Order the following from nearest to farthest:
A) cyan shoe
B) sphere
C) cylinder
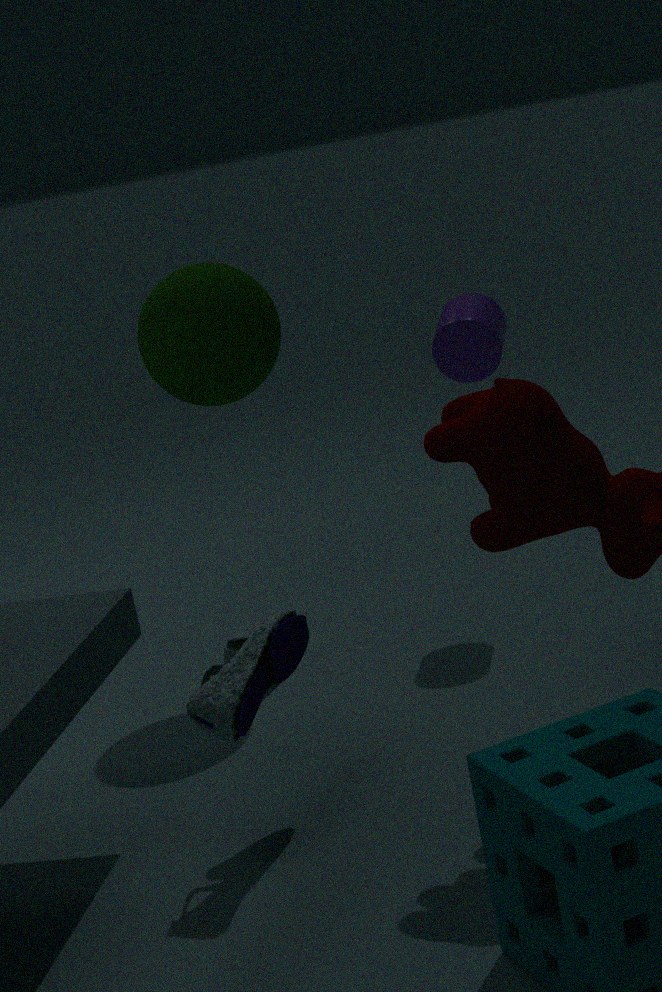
cyan shoe → sphere → cylinder
